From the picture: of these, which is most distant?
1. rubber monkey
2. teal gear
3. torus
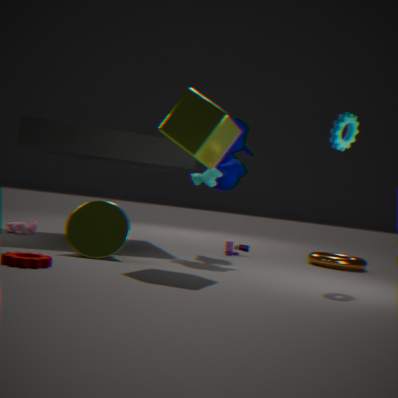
torus
